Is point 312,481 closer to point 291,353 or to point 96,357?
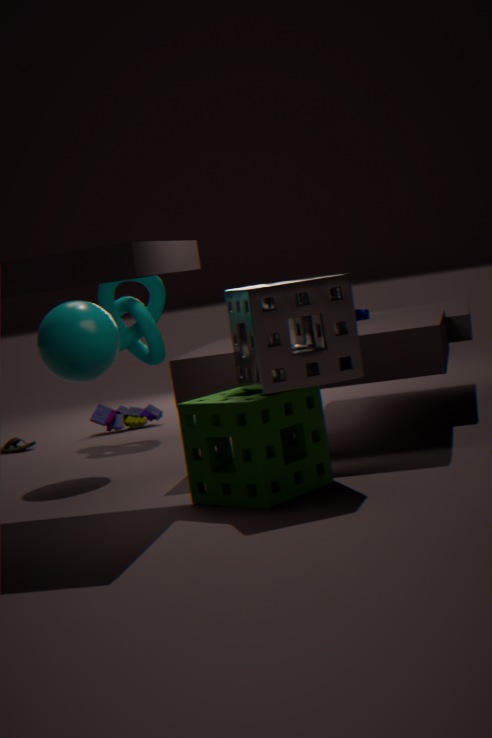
point 291,353
